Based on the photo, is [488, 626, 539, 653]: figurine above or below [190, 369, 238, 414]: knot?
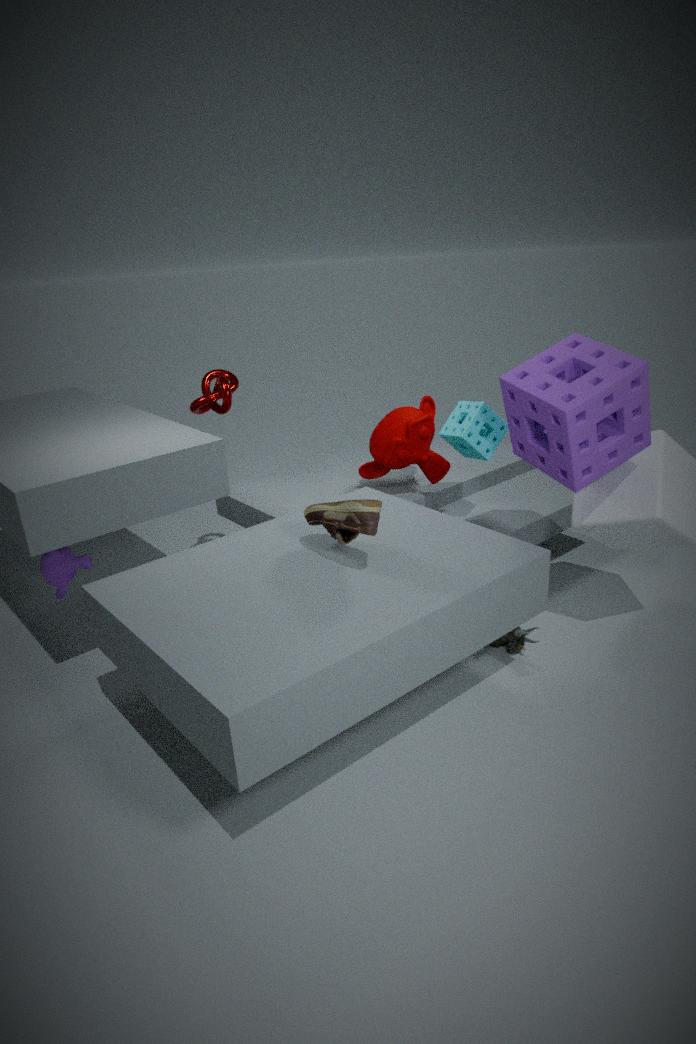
below
